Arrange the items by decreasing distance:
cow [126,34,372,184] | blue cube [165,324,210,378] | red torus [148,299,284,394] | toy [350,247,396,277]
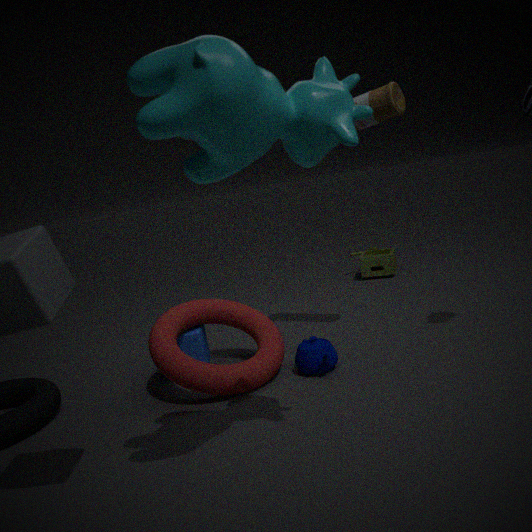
1. toy [350,247,396,277]
2. blue cube [165,324,210,378]
3. red torus [148,299,284,394]
4. cow [126,34,372,184]
